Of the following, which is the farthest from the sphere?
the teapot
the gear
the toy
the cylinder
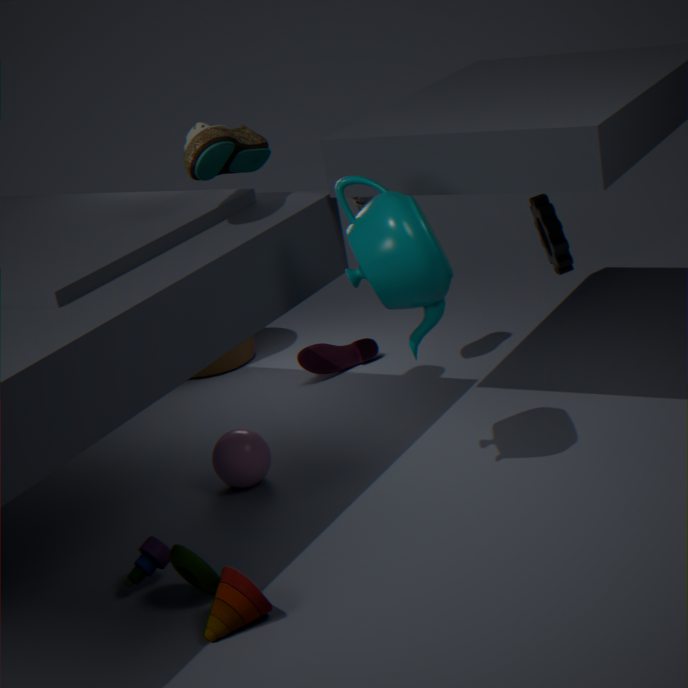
the gear
